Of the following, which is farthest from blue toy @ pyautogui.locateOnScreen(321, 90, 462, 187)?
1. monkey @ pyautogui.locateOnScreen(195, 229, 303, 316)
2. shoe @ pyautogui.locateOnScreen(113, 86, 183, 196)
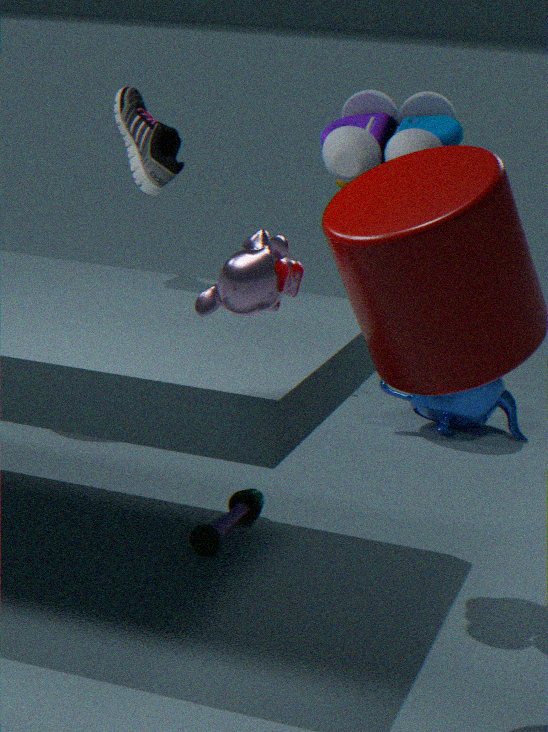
monkey @ pyautogui.locateOnScreen(195, 229, 303, 316)
